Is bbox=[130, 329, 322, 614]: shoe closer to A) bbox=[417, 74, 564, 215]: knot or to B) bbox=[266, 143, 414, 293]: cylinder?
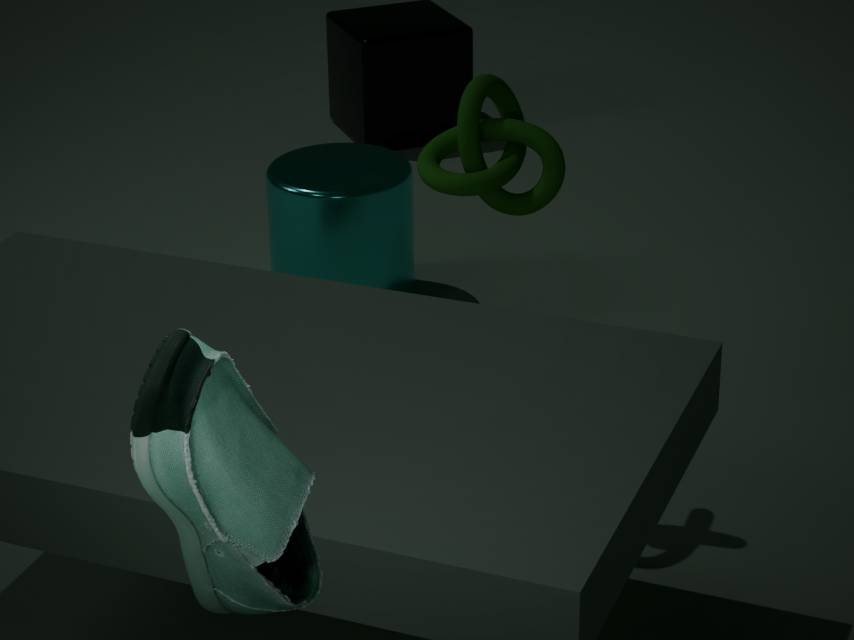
A) bbox=[417, 74, 564, 215]: knot
